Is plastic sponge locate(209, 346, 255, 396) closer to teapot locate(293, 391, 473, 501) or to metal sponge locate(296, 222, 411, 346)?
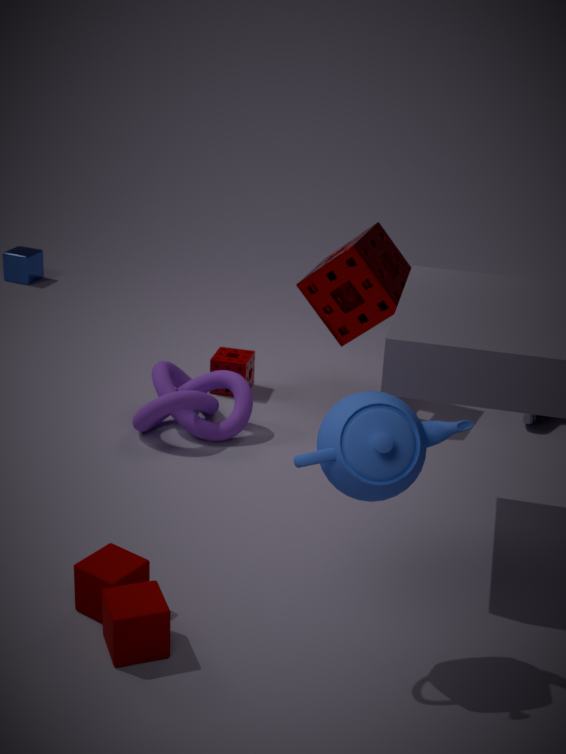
metal sponge locate(296, 222, 411, 346)
